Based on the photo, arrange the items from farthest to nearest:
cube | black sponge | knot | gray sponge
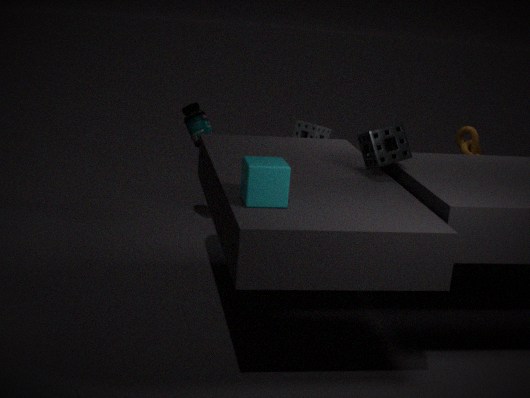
1. gray sponge
2. knot
3. black sponge
4. cube
